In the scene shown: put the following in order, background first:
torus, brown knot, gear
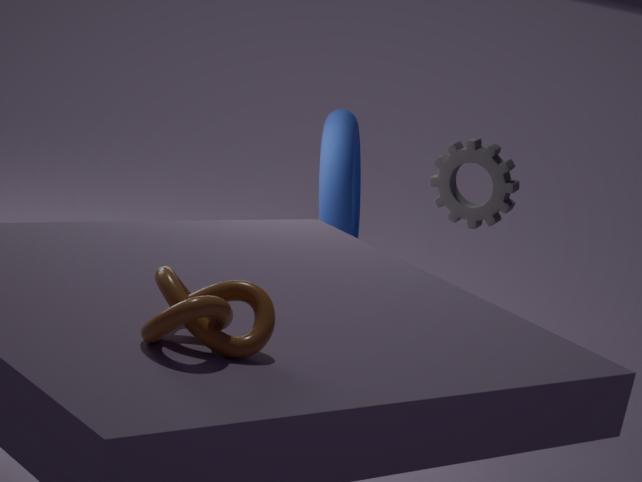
torus, gear, brown knot
